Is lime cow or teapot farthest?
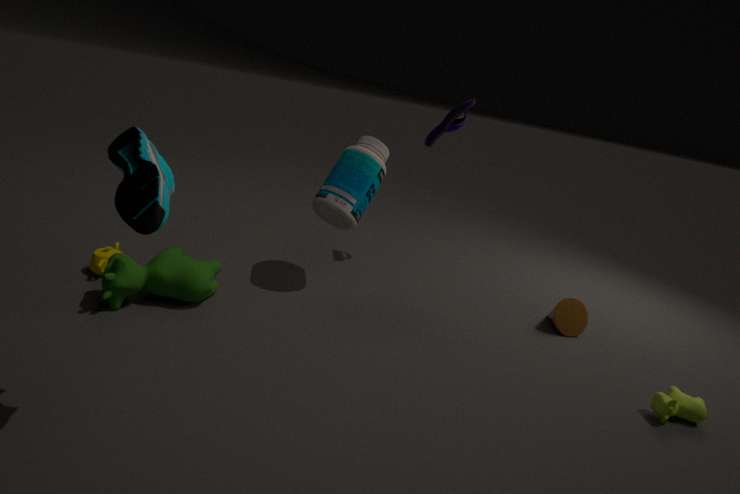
teapot
